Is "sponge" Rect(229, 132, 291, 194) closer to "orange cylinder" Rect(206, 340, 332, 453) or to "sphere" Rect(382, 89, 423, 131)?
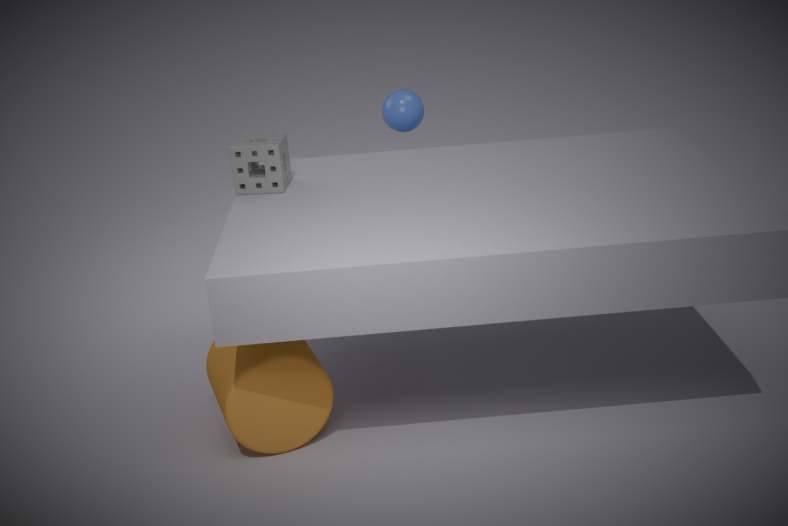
"orange cylinder" Rect(206, 340, 332, 453)
